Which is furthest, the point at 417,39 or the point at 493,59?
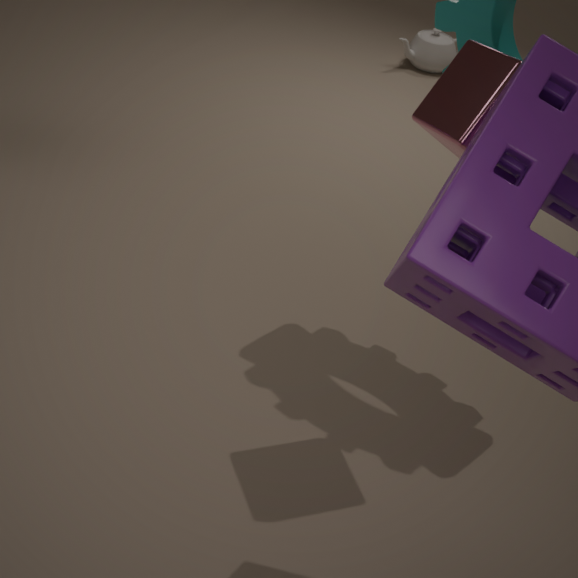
the point at 417,39
